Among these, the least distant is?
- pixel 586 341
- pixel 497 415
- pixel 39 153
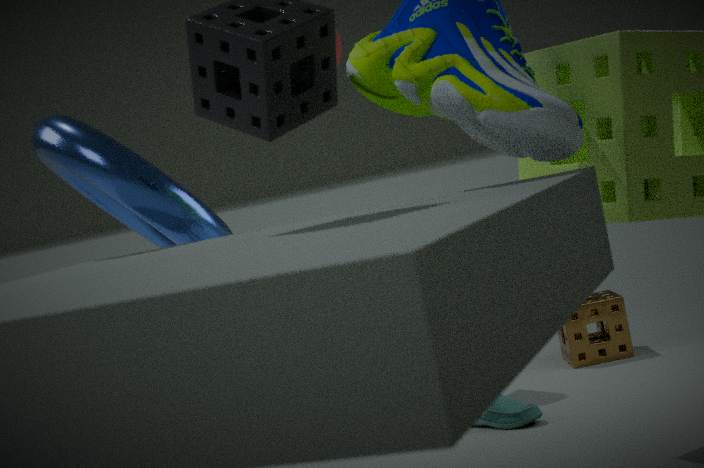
pixel 39 153
